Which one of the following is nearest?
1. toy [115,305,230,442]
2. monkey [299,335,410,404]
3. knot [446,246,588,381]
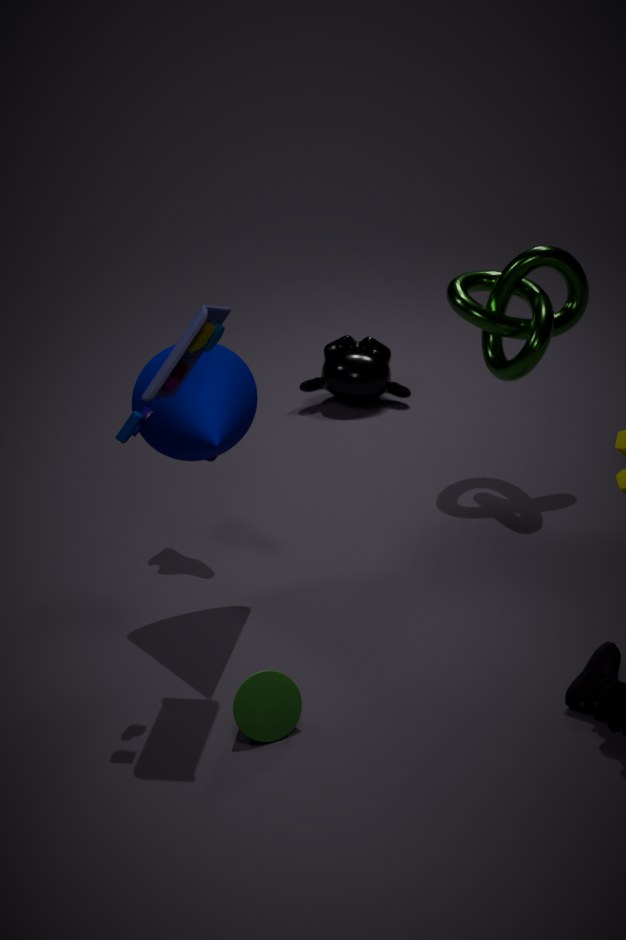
toy [115,305,230,442]
